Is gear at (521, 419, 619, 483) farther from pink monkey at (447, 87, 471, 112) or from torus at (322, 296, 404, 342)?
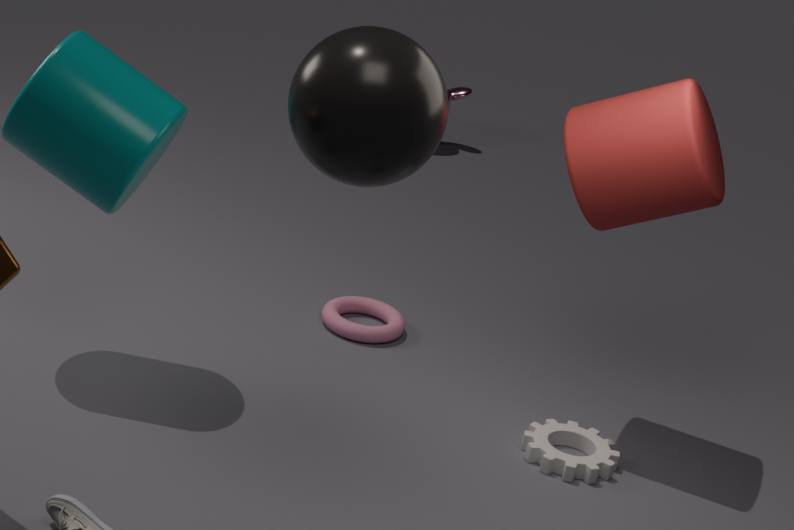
pink monkey at (447, 87, 471, 112)
